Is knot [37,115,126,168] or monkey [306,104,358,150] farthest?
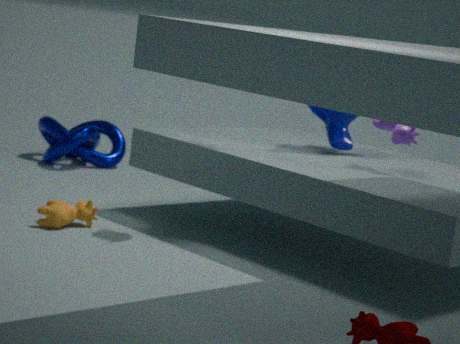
knot [37,115,126,168]
